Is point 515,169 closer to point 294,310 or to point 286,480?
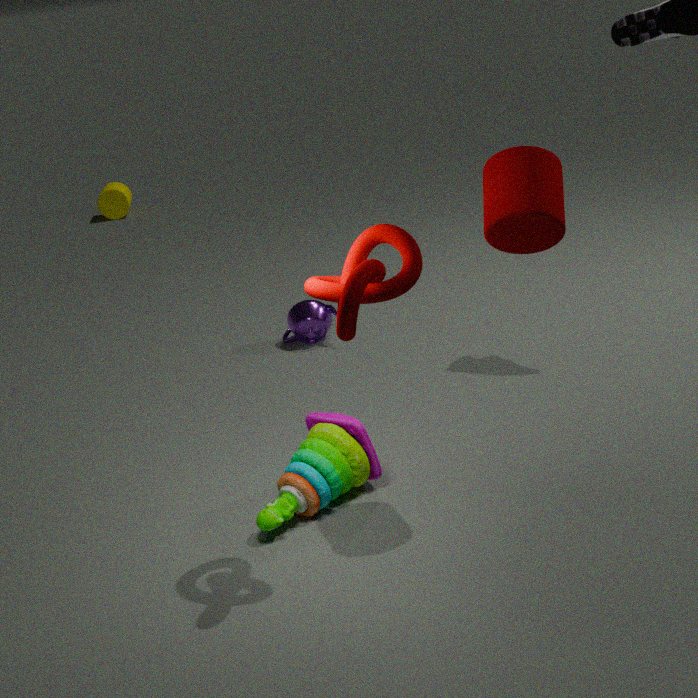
point 286,480
